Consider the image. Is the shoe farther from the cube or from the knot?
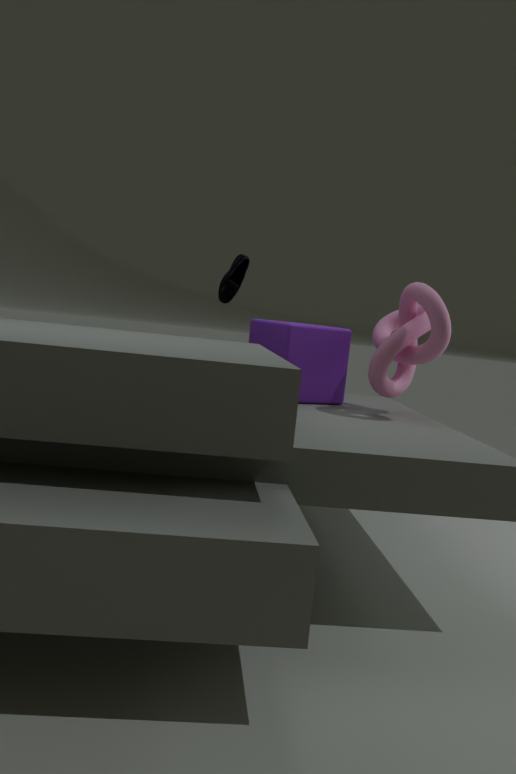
the knot
